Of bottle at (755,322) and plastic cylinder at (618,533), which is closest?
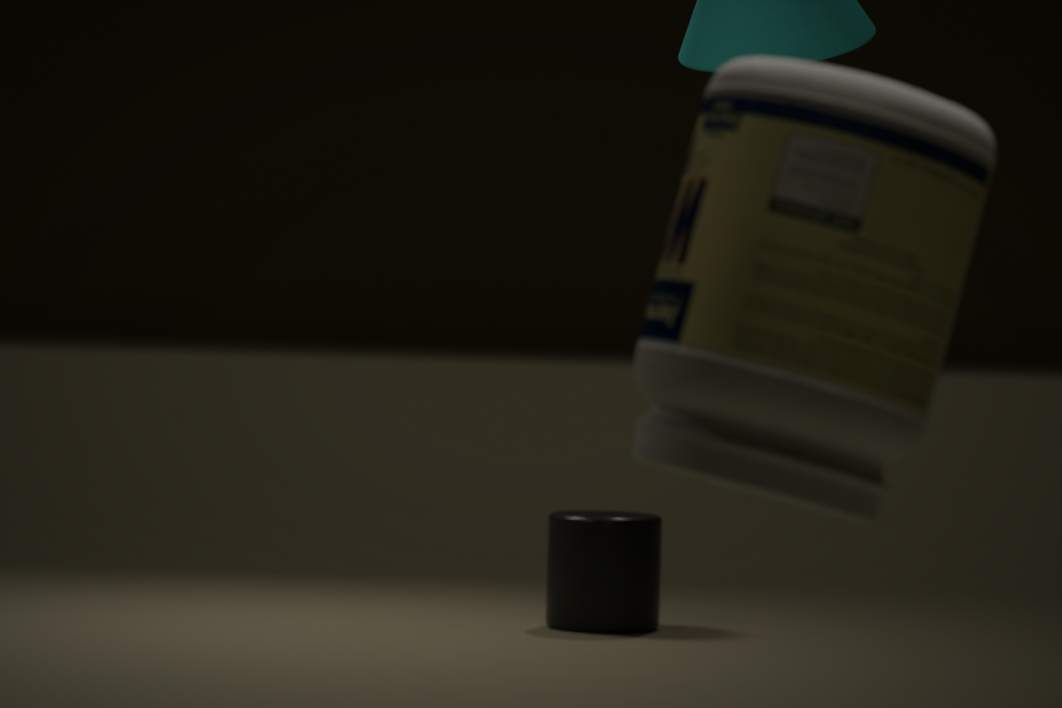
bottle at (755,322)
